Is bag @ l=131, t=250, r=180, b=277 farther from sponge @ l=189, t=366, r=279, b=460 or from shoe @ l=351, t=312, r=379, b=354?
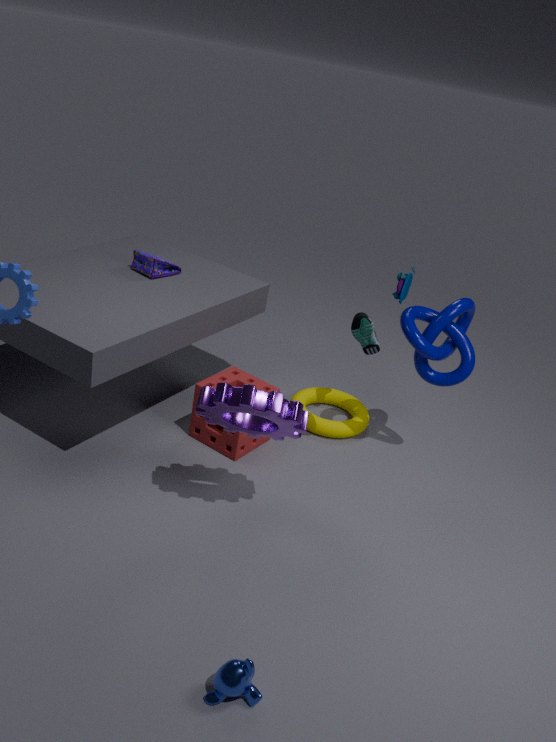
shoe @ l=351, t=312, r=379, b=354
